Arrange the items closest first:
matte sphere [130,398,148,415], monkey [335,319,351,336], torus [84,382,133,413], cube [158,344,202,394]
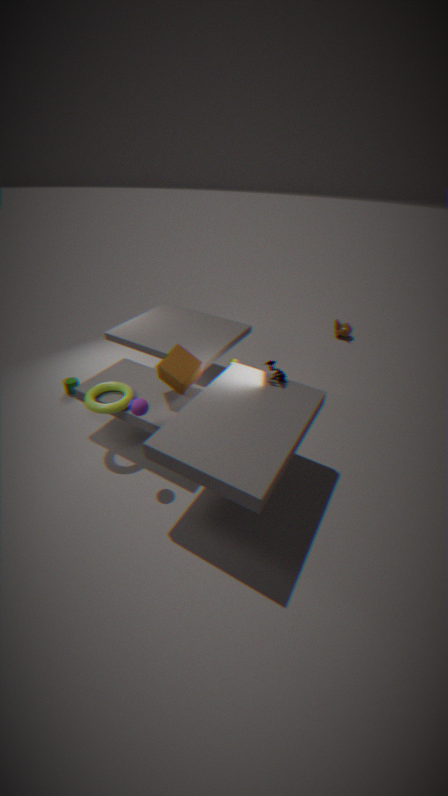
matte sphere [130,398,148,415] < torus [84,382,133,413] < cube [158,344,202,394] < monkey [335,319,351,336]
